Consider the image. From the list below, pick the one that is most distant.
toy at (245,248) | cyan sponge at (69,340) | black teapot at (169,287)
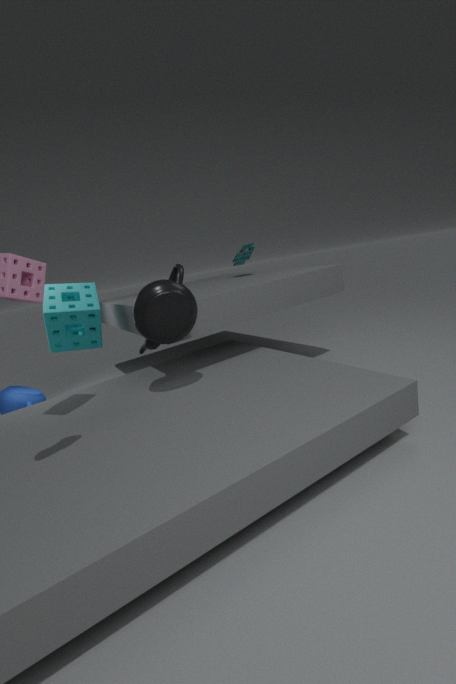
toy at (245,248)
